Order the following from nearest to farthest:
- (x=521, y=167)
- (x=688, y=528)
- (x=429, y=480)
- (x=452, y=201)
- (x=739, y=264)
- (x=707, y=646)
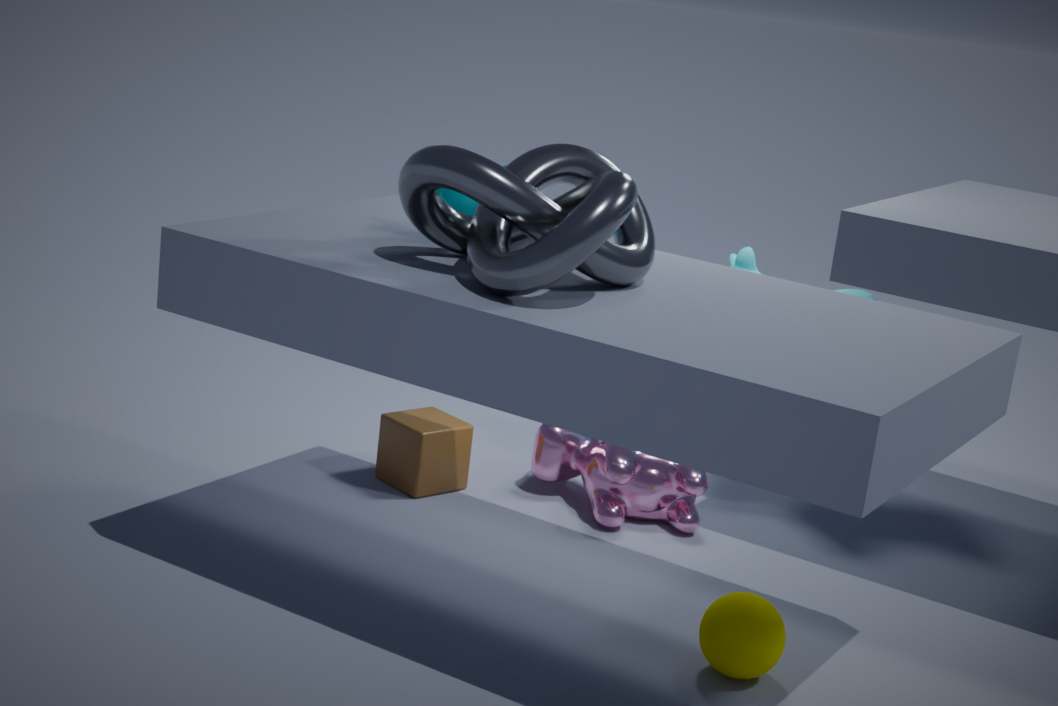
(x=521, y=167) < (x=707, y=646) < (x=452, y=201) < (x=688, y=528) < (x=429, y=480) < (x=739, y=264)
